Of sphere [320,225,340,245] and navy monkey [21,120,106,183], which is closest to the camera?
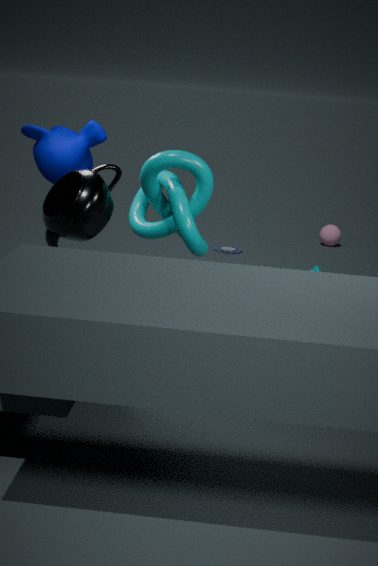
navy monkey [21,120,106,183]
